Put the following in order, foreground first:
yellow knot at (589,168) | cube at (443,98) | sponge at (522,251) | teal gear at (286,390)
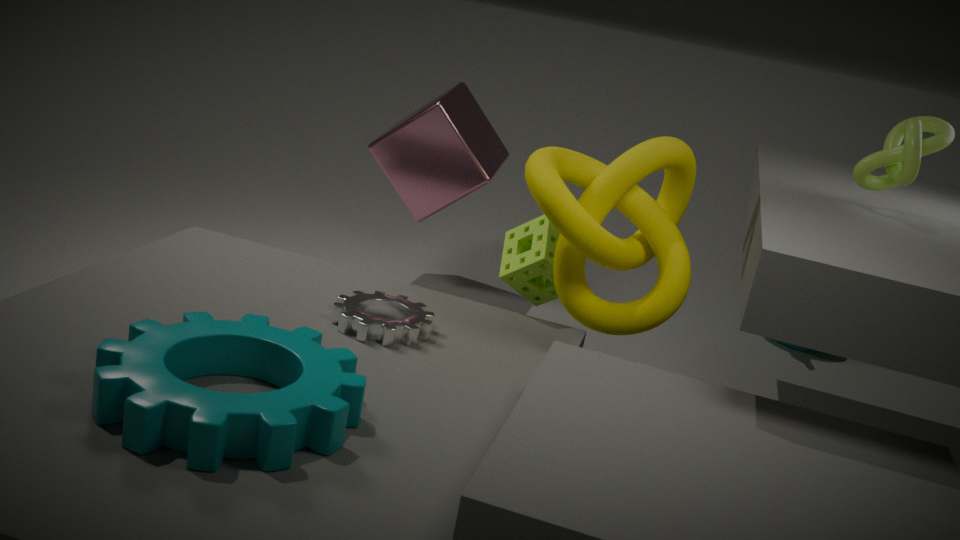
teal gear at (286,390) < yellow knot at (589,168) < sponge at (522,251) < cube at (443,98)
